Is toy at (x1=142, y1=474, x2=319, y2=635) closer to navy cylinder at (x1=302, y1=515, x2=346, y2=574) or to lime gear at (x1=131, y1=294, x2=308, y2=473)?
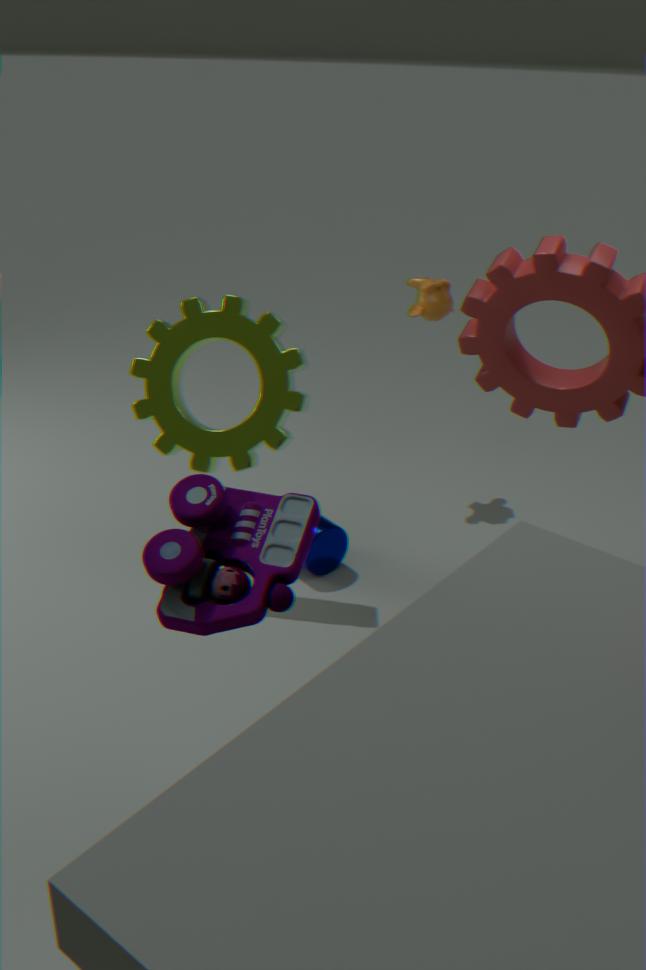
lime gear at (x1=131, y1=294, x2=308, y2=473)
